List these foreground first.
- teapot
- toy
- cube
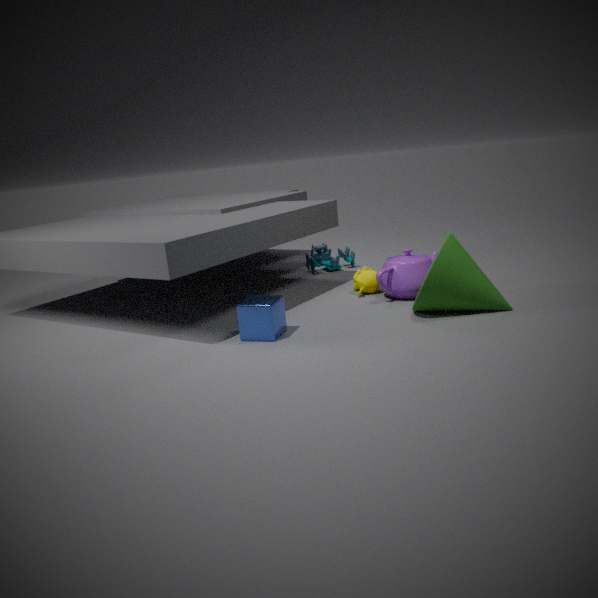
cube < teapot < toy
